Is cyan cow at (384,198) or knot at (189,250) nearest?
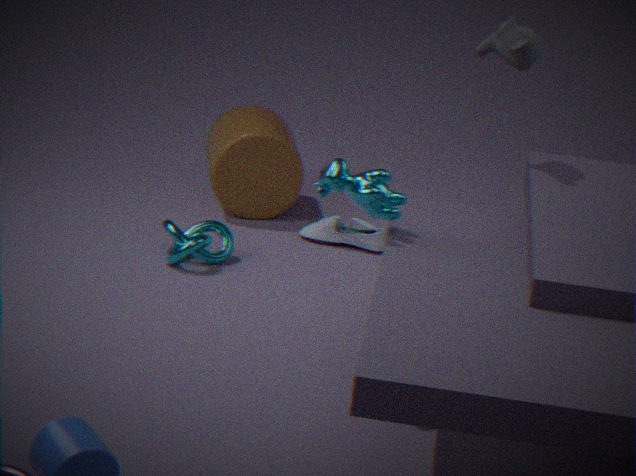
cyan cow at (384,198)
